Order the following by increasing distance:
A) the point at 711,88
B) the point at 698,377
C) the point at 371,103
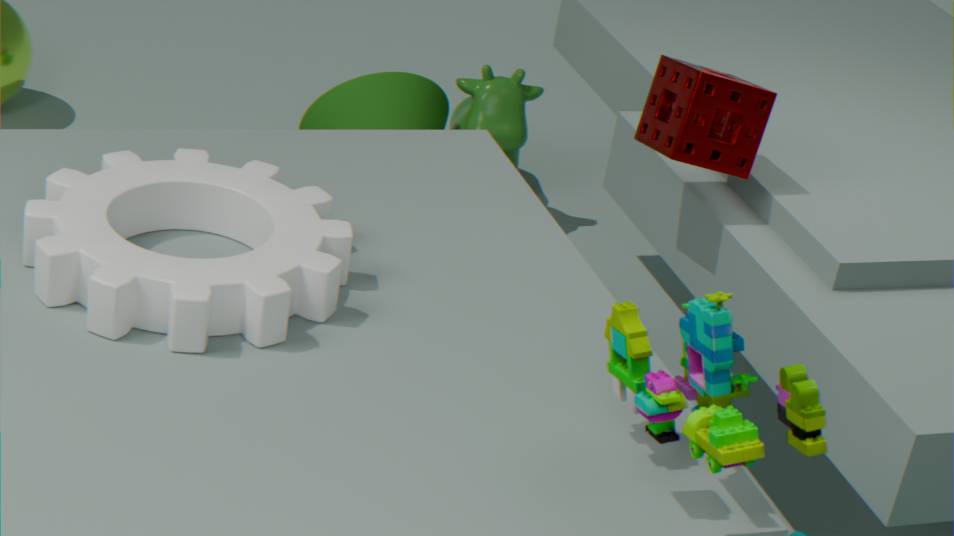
the point at 698,377 < the point at 711,88 < the point at 371,103
